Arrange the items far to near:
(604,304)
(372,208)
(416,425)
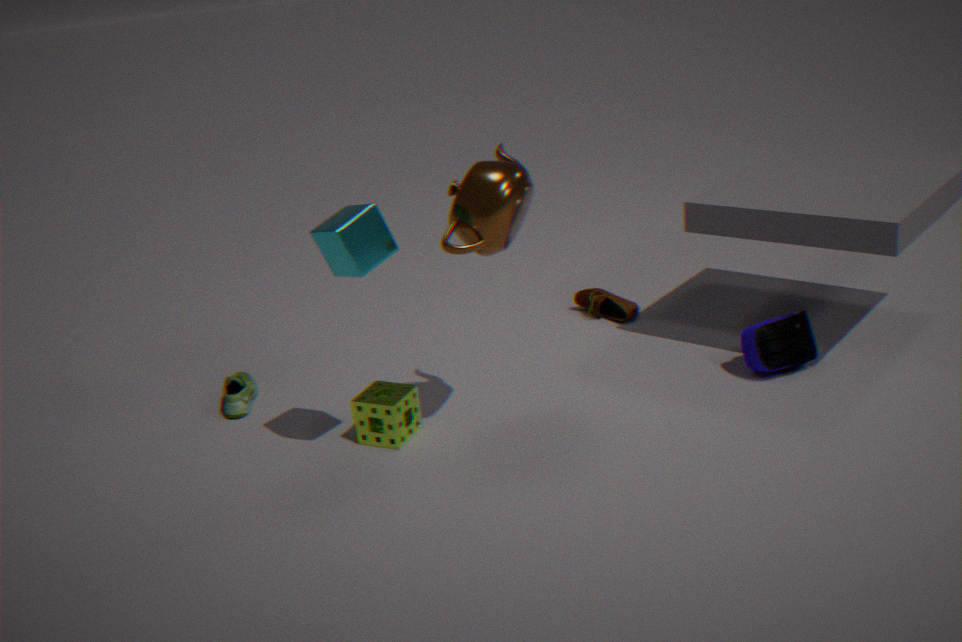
1. (604,304)
2. (416,425)
3. (372,208)
